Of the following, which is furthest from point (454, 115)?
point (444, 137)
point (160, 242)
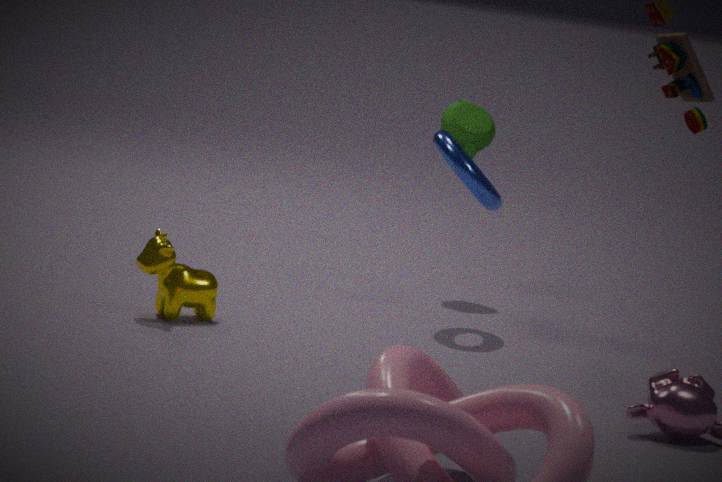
point (160, 242)
